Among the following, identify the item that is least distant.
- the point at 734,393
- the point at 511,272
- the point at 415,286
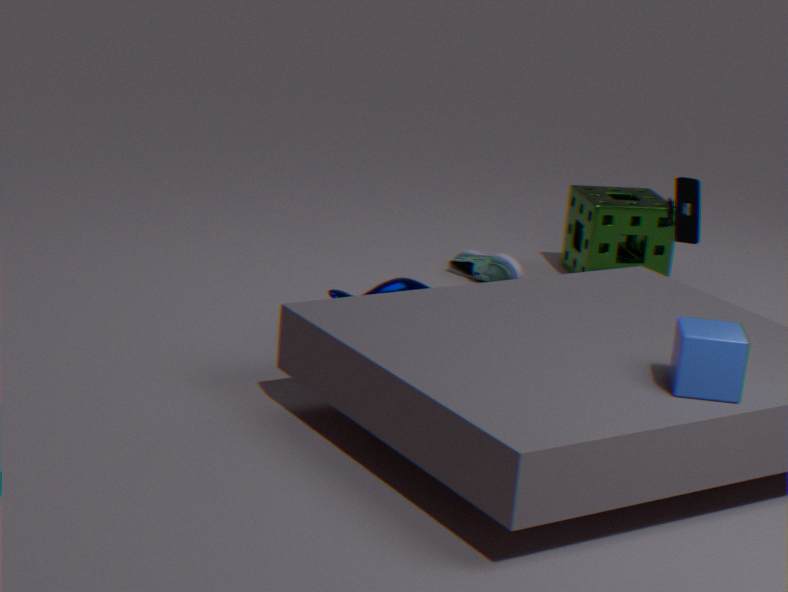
the point at 734,393
